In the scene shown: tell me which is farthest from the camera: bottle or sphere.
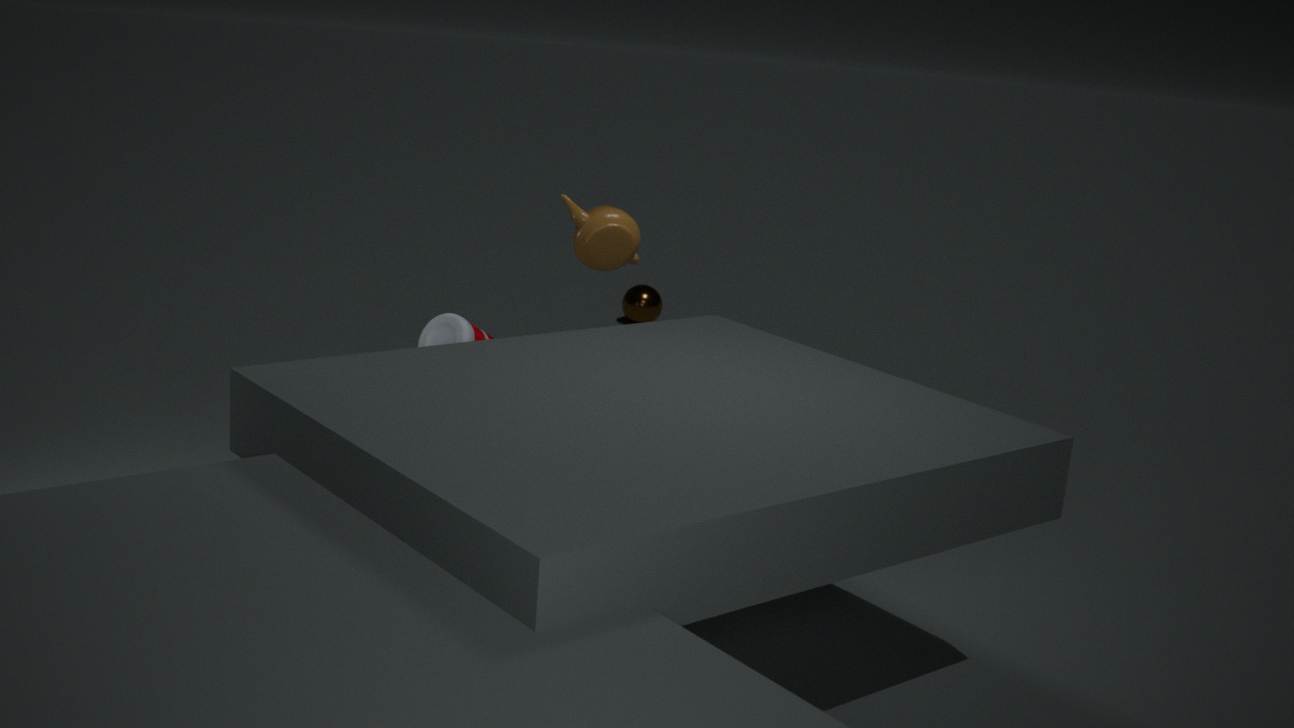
sphere
